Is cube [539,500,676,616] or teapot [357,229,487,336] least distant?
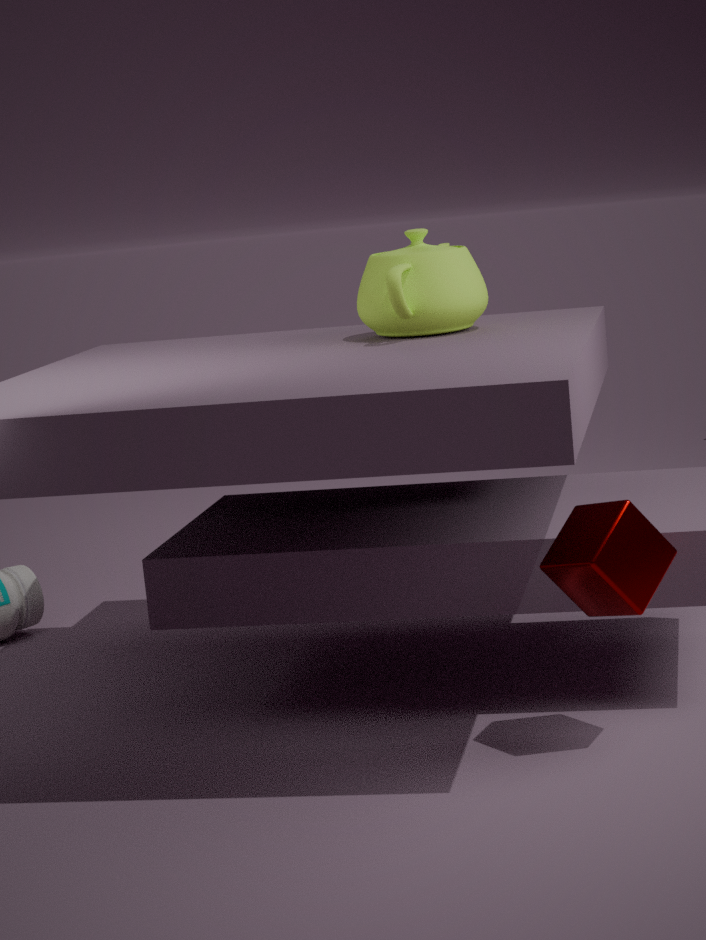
cube [539,500,676,616]
